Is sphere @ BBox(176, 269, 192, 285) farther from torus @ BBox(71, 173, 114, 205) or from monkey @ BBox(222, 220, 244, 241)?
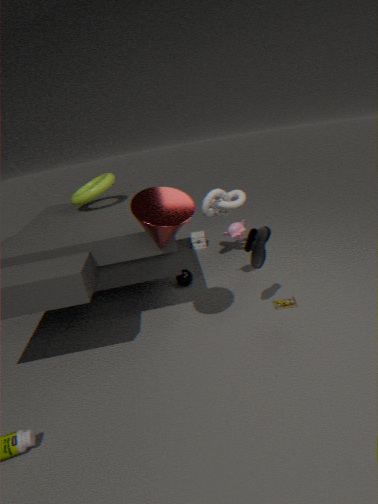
torus @ BBox(71, 173, 114, 205)
